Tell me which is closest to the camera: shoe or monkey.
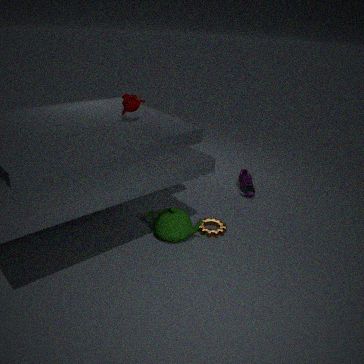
monkey
